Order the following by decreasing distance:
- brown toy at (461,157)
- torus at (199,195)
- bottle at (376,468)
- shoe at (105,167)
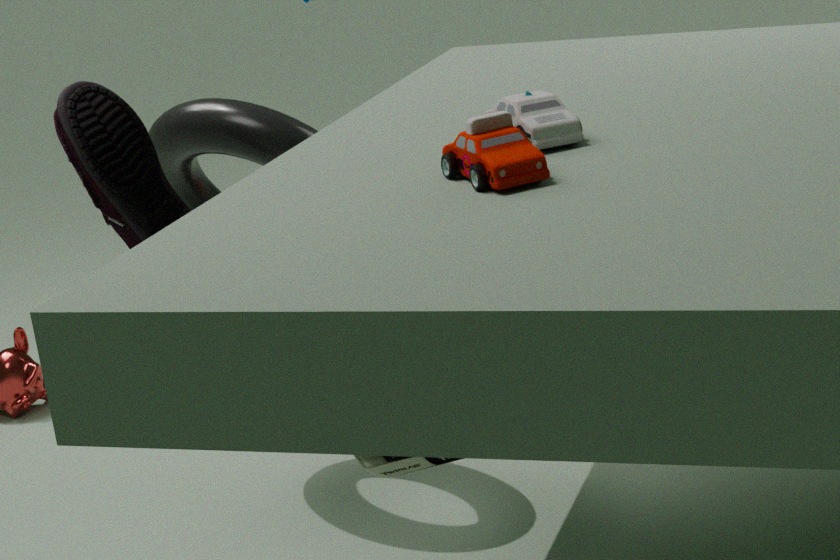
1. torus at (199,195)
2. shoe at (105,167)
3. bottle at (376,468)
4. brown toy at (461,157)
